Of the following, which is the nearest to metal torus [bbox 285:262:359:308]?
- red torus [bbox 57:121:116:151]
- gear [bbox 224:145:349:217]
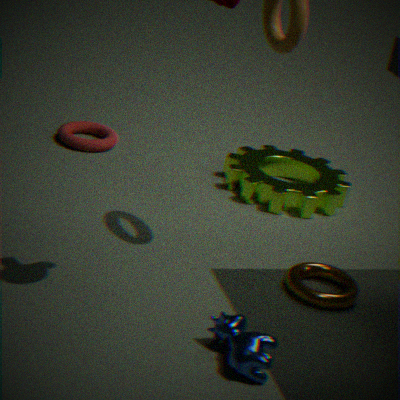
gear [bbox 224:145:349:217]
